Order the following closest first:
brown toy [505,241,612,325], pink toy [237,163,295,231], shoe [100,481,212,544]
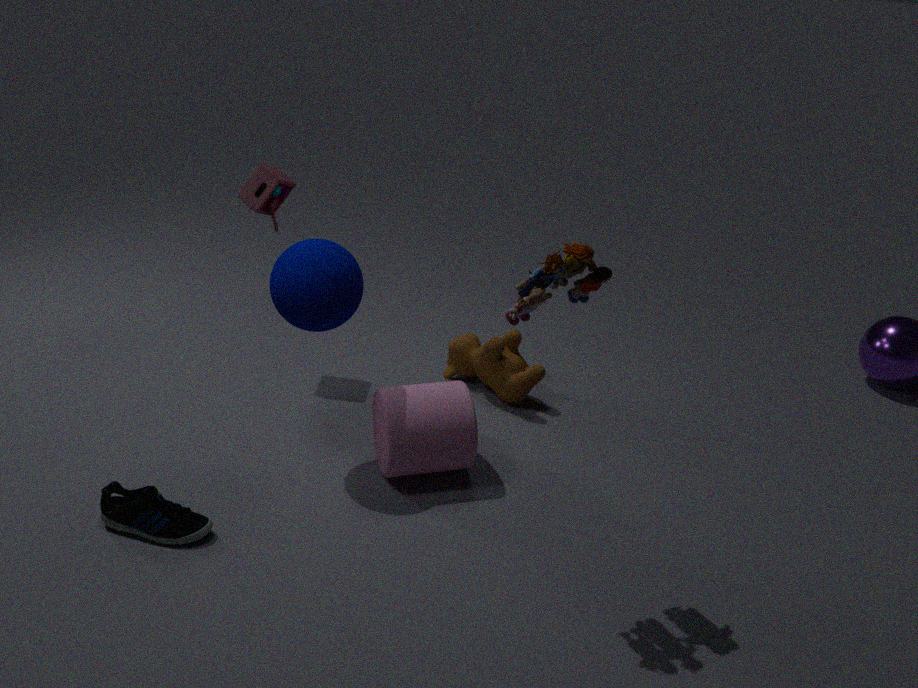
brown toy [505,241,612,325] → shoe [100,481,212,544] → pink toy [237,163,295,231]
